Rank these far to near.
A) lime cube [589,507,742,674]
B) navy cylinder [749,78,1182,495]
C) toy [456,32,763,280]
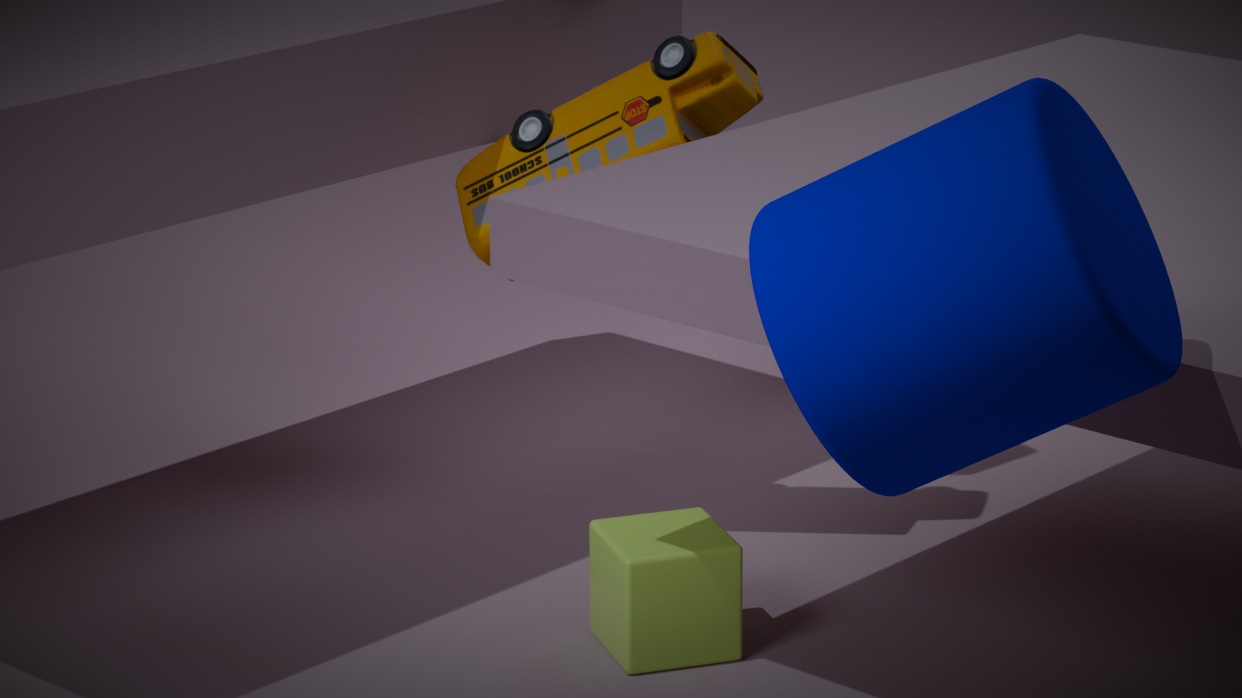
1. toy [456,32,763,280]
2. lime cube [589,507,742,674]
3. navy cylinder [749,78,1182,495]
